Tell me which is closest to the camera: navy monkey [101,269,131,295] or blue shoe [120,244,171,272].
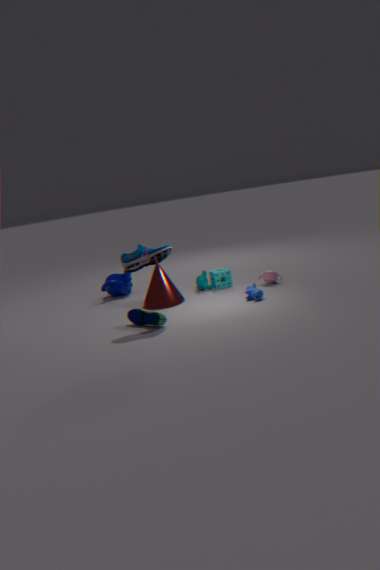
blue shoe [120,244,171,272]
